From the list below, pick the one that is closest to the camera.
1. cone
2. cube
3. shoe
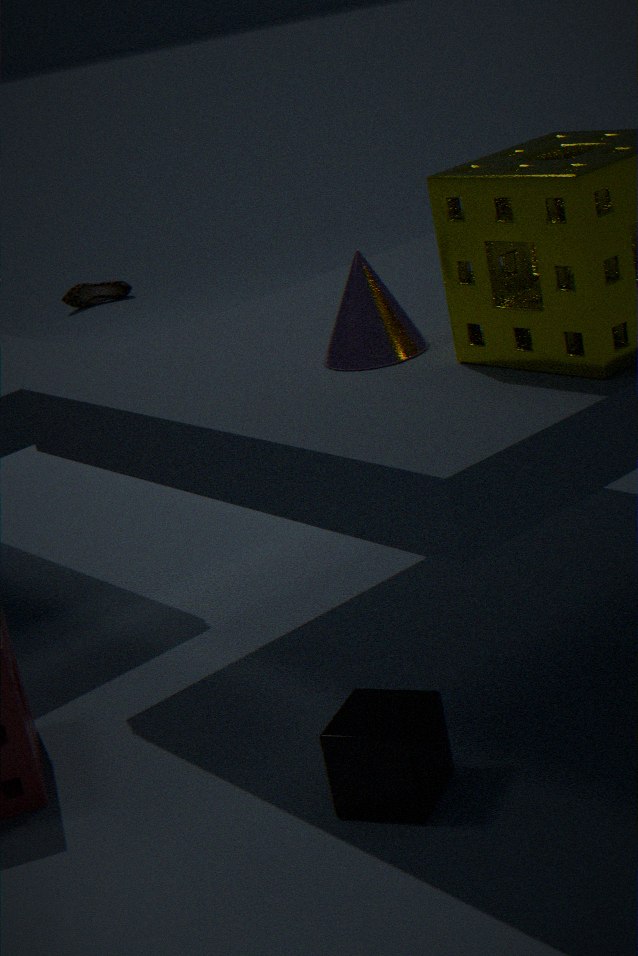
cube
